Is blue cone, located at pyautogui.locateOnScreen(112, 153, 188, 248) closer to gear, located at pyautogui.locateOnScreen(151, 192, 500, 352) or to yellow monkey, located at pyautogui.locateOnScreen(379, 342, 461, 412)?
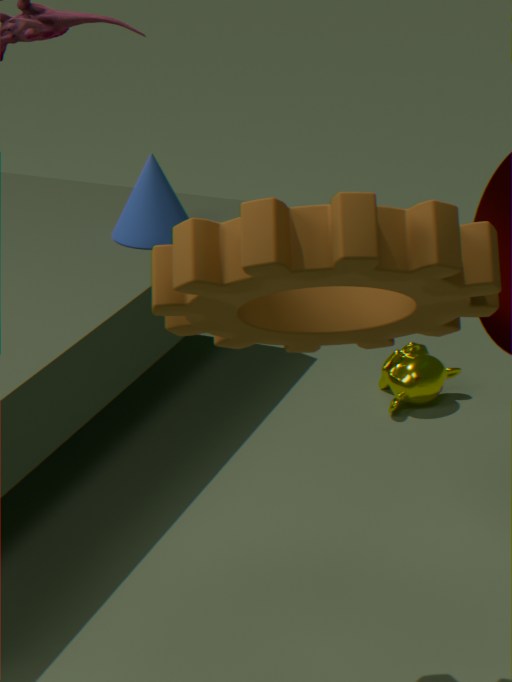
yellow monkey, located at pyautogui.locateOnScreen(379, 342, 461, 412)
